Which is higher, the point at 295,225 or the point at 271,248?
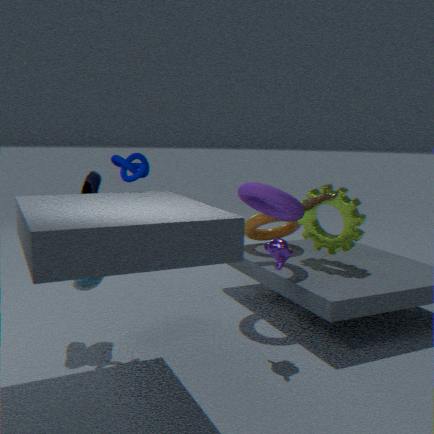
the point at 271,248
